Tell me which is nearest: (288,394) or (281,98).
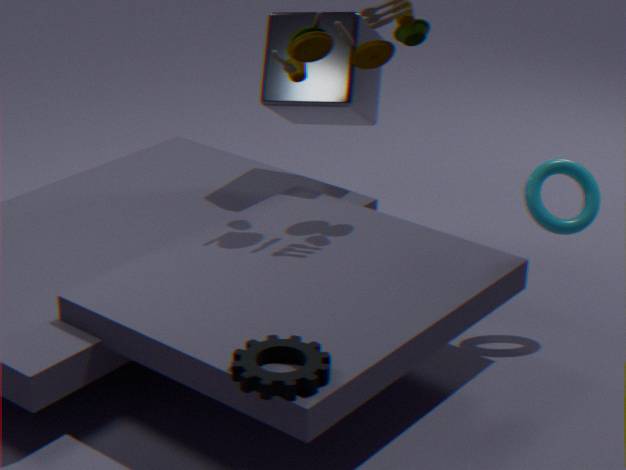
(288,394)
